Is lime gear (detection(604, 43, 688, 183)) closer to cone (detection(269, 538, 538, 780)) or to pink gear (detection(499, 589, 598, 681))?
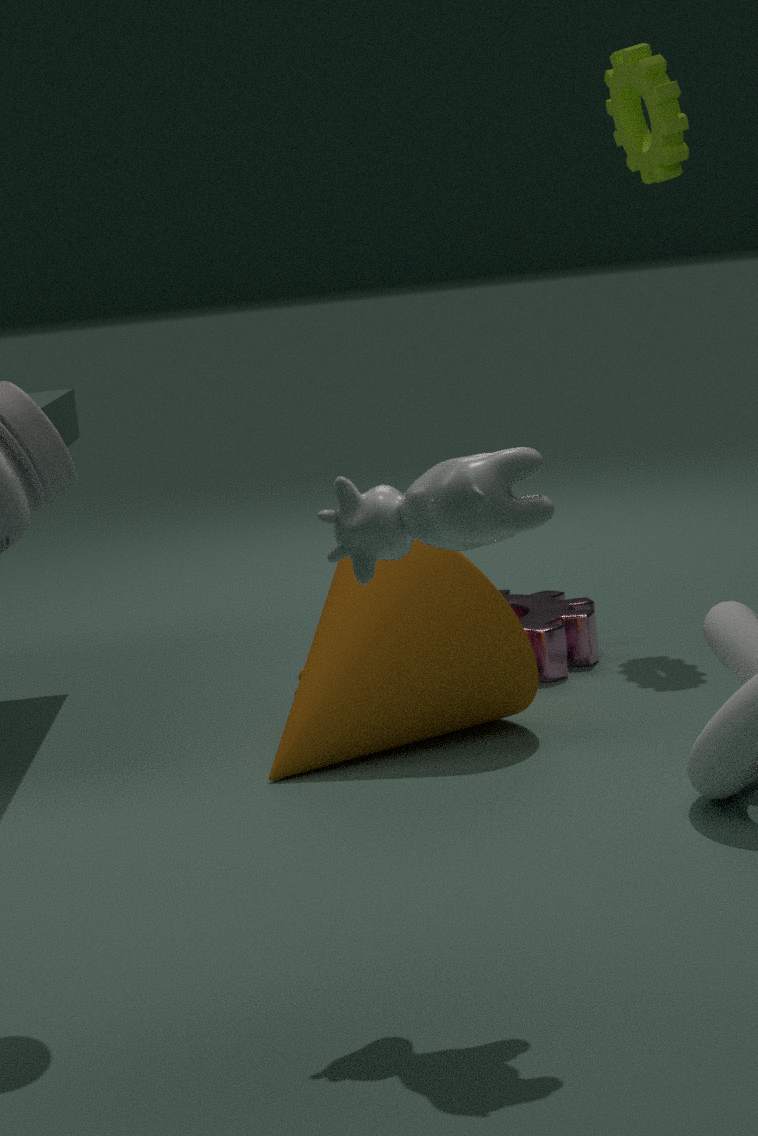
pink gear (detection(499, 589, 598, 681))
